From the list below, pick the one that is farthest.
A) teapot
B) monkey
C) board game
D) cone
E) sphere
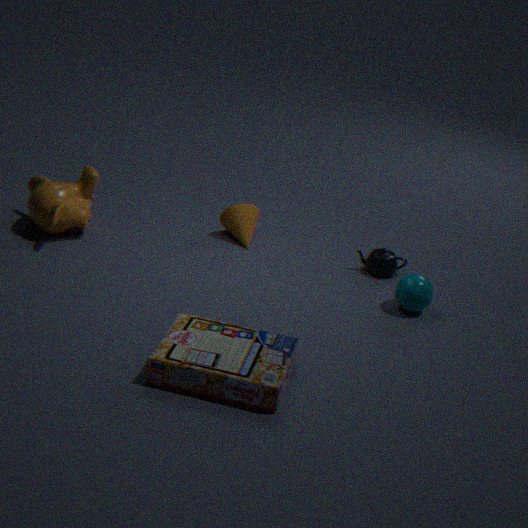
cone
